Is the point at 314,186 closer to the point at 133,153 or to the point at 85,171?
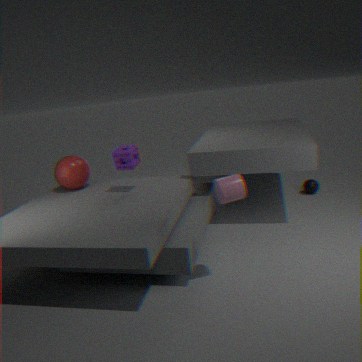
the point at 133,153
